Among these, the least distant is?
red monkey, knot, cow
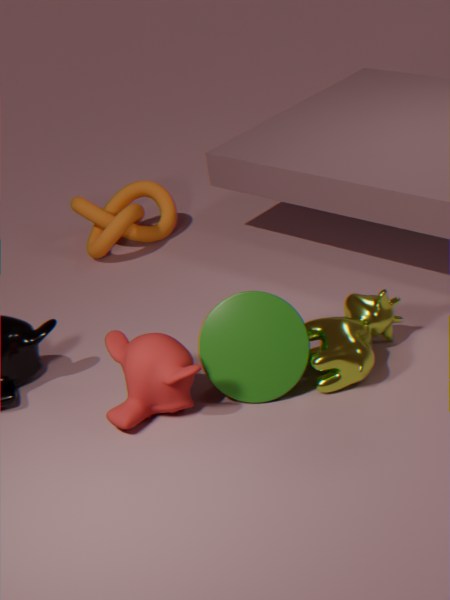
red monkey
